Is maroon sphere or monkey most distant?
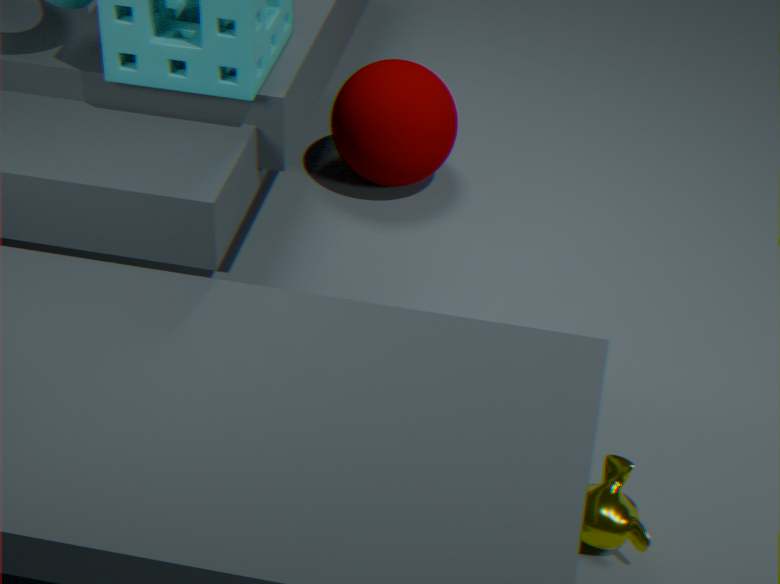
maroon sphere
